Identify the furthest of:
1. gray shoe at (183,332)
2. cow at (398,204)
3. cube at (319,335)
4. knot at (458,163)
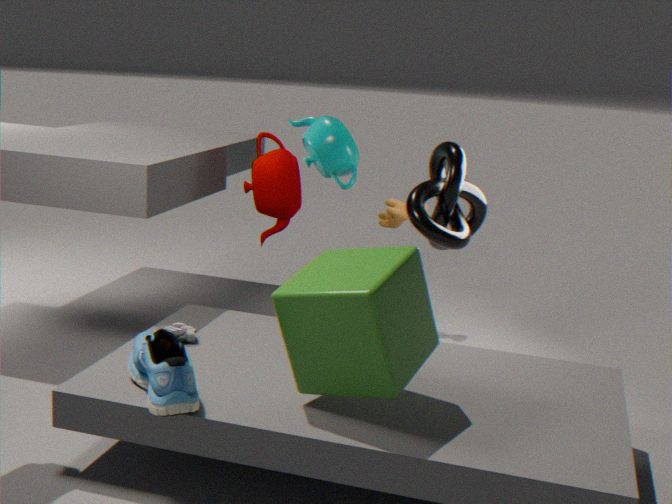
cow at (398,204)
